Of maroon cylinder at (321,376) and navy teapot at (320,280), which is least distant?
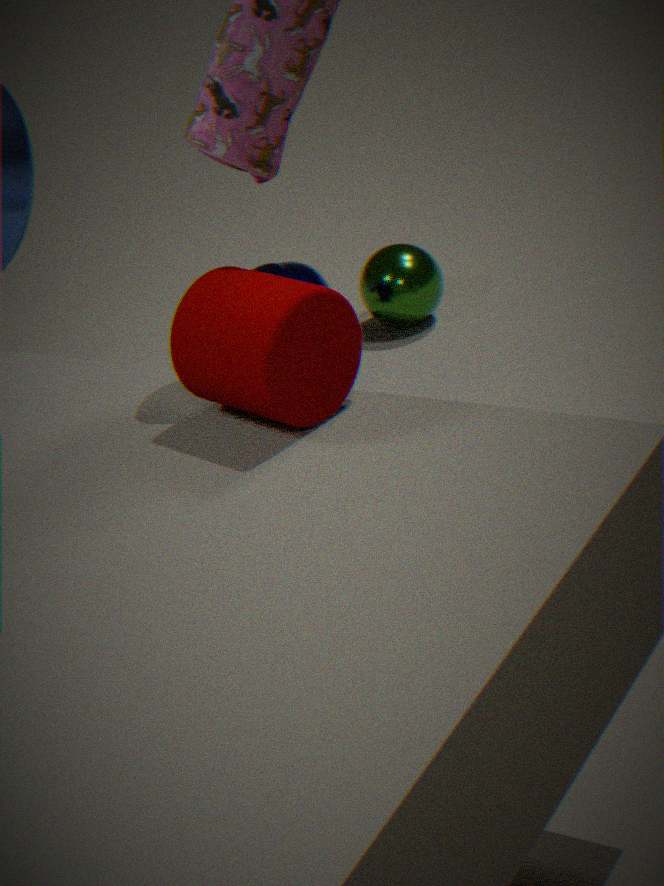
maroon cylinder at (321,376)
